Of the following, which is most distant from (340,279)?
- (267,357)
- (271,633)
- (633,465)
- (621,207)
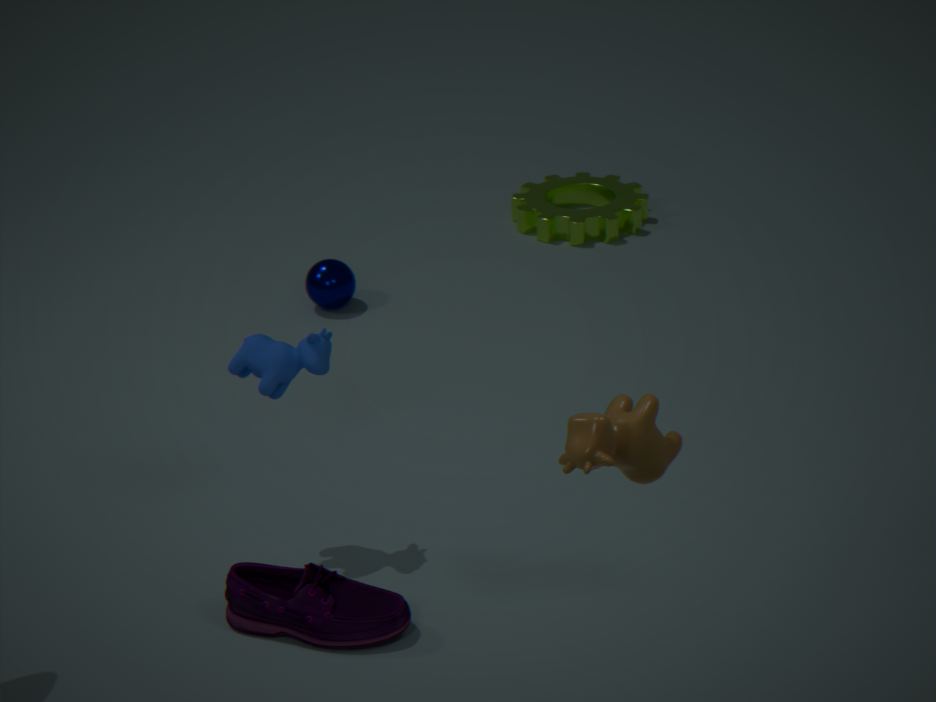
(633,465)
